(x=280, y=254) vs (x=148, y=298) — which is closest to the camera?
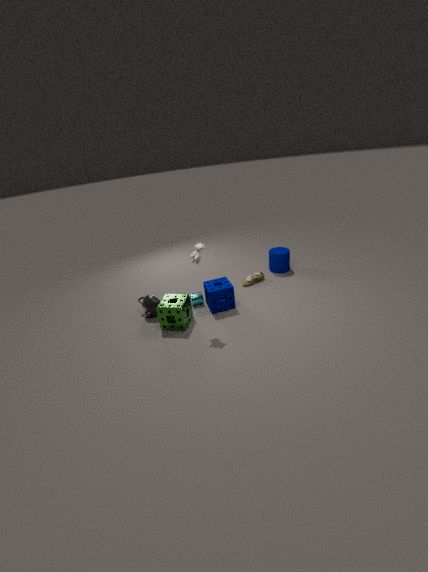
(x=148, y=298)
